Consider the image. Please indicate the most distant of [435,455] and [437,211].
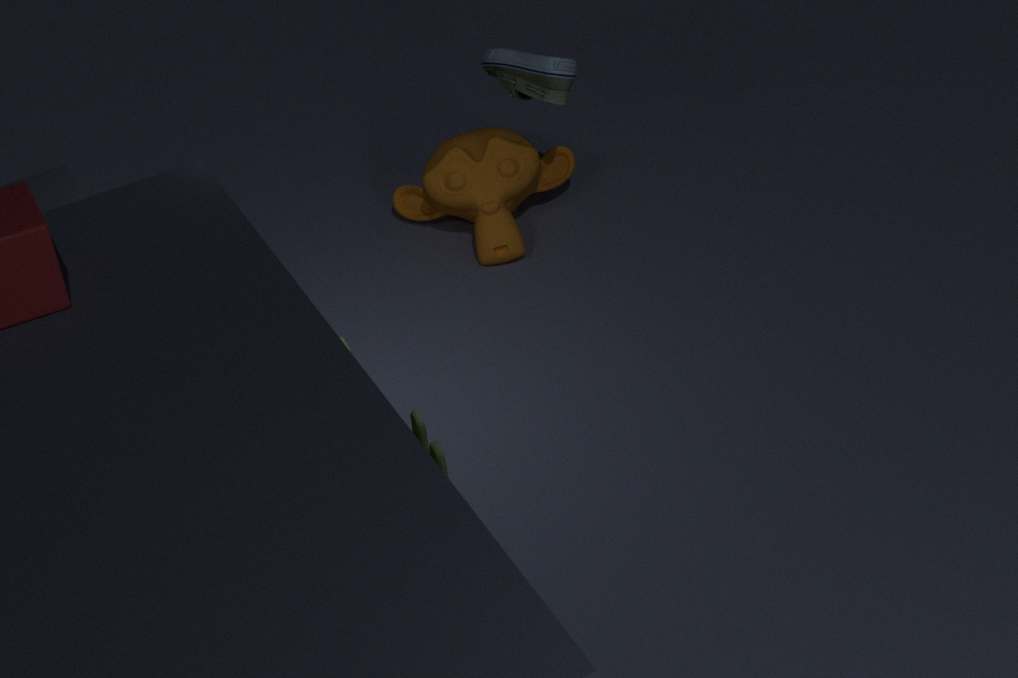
[437,211]
